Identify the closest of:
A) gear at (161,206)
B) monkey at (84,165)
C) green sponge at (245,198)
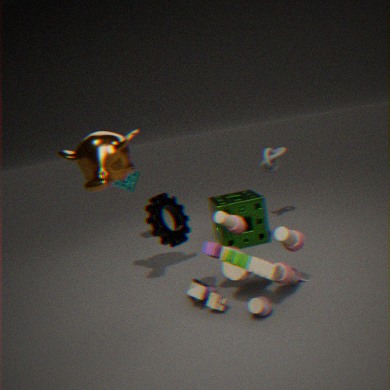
gear at (161,206)
